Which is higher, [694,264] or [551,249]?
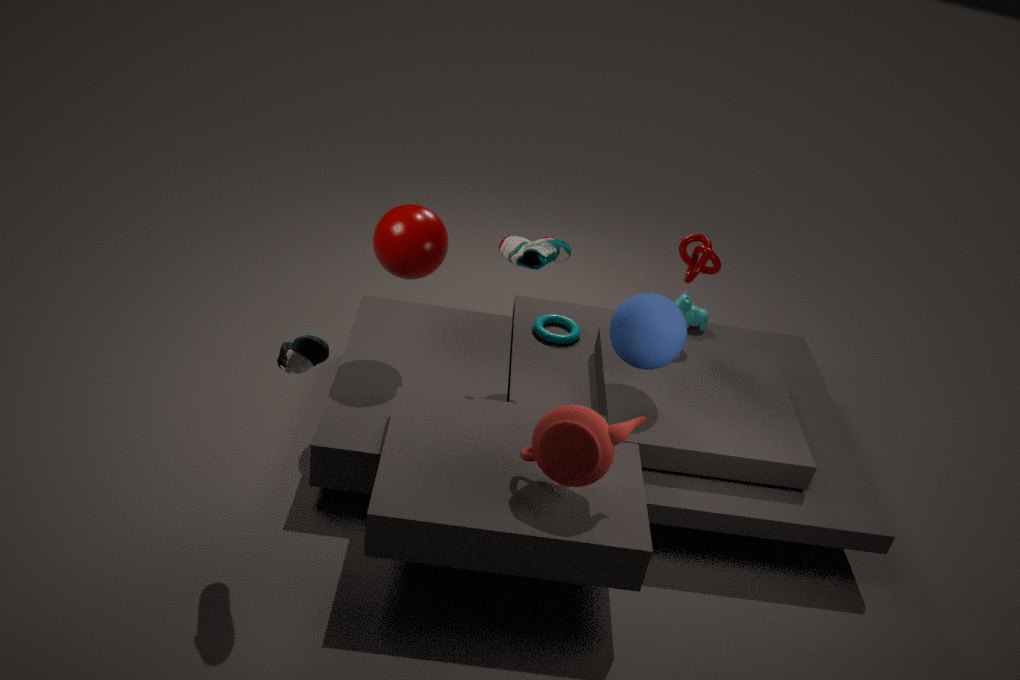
[551,249]
